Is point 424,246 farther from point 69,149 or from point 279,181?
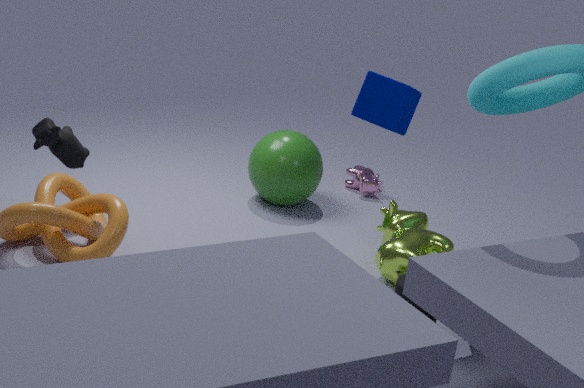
point 69,149
